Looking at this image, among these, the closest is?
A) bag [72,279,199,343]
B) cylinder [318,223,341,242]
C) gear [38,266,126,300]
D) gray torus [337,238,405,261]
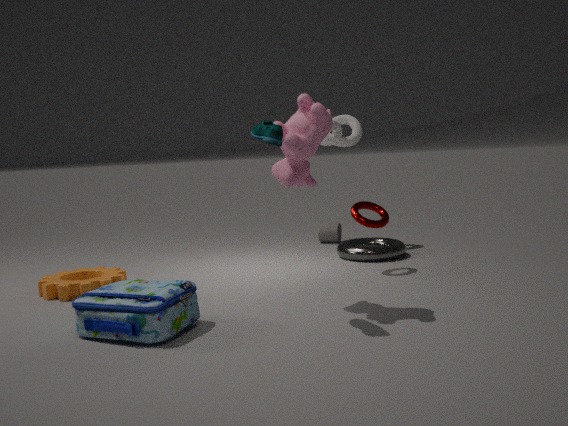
bag [72,279,199,343]
